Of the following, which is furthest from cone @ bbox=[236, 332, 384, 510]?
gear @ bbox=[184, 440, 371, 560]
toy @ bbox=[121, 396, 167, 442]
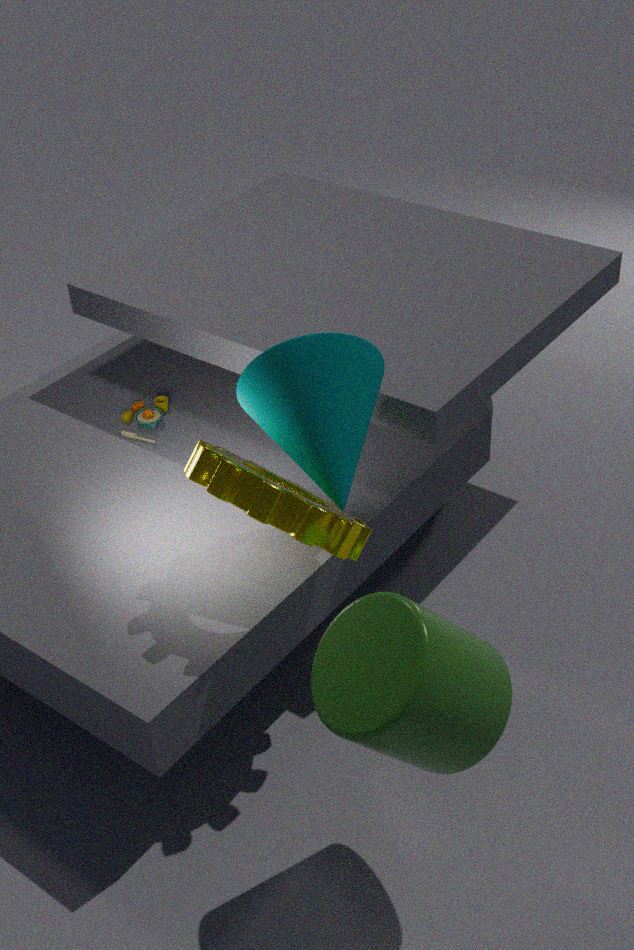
toy @ bbox=[121, 396, 167, 442]
